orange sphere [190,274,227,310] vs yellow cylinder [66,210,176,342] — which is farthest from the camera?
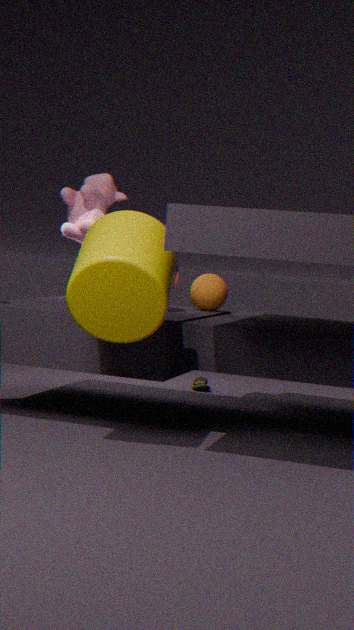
orange sphere [190,274,227,310]
